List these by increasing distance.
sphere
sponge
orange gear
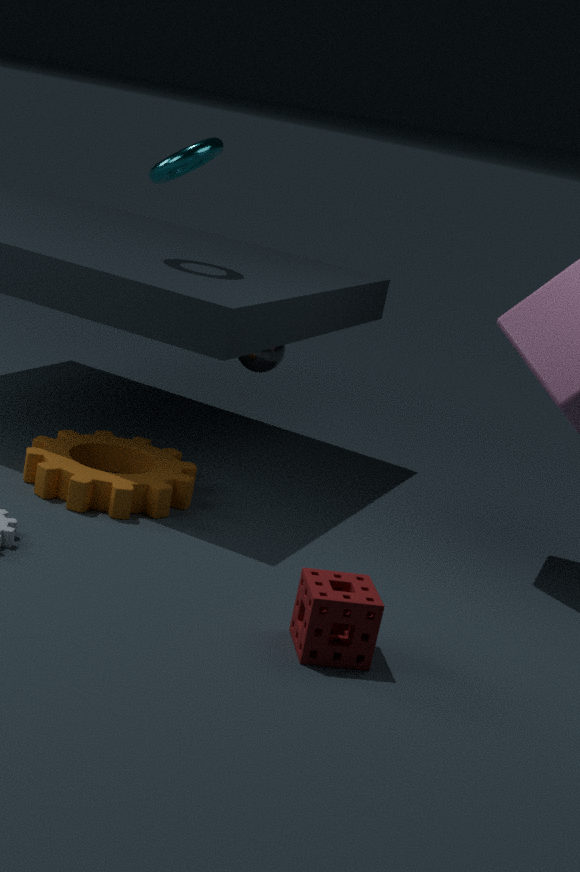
sponge, orange gear, sphere
